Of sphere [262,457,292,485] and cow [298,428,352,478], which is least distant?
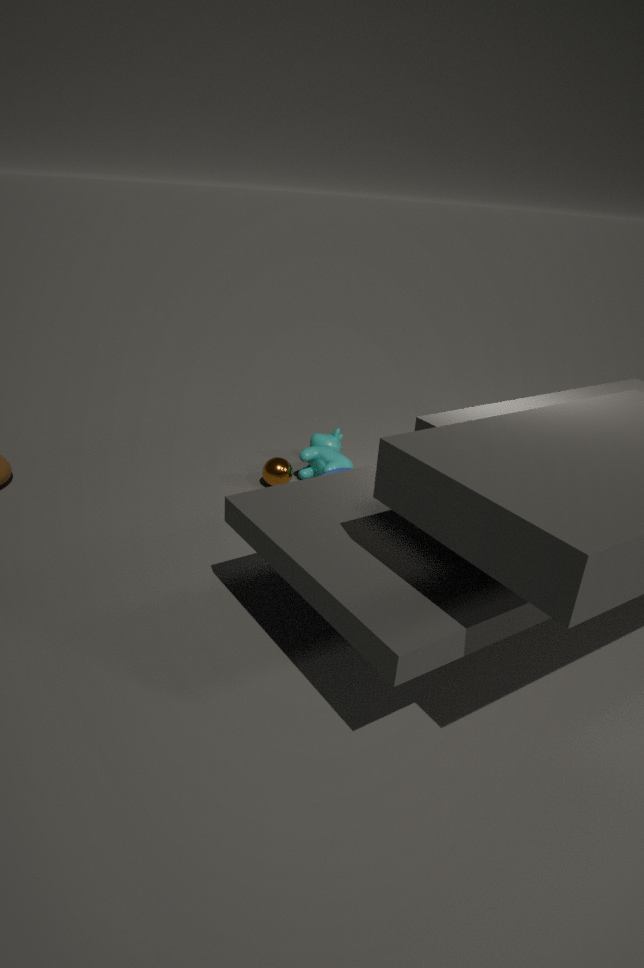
sphere [262,457,292,485]
